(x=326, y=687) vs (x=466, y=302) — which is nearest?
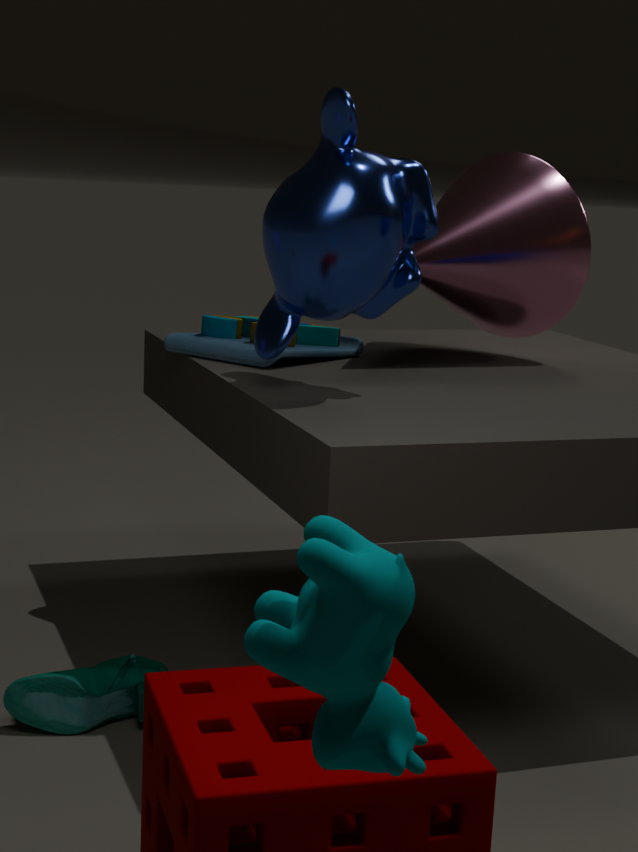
(x=326, y=687)
